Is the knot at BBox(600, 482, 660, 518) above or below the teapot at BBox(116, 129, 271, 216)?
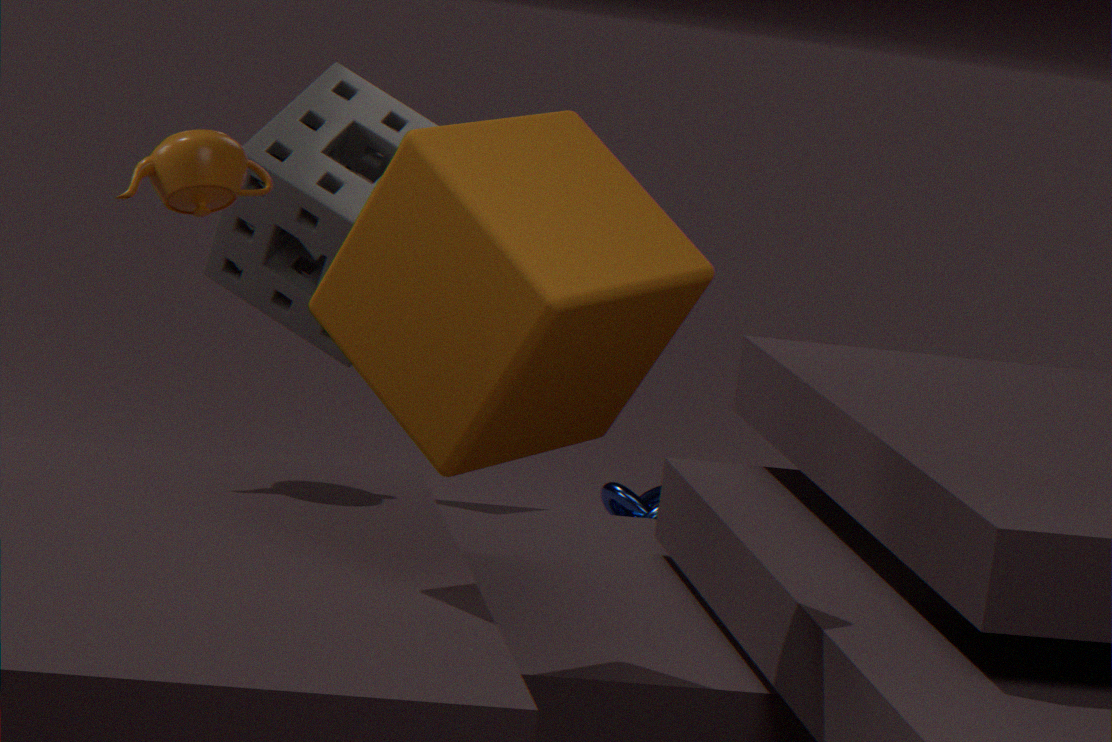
below
